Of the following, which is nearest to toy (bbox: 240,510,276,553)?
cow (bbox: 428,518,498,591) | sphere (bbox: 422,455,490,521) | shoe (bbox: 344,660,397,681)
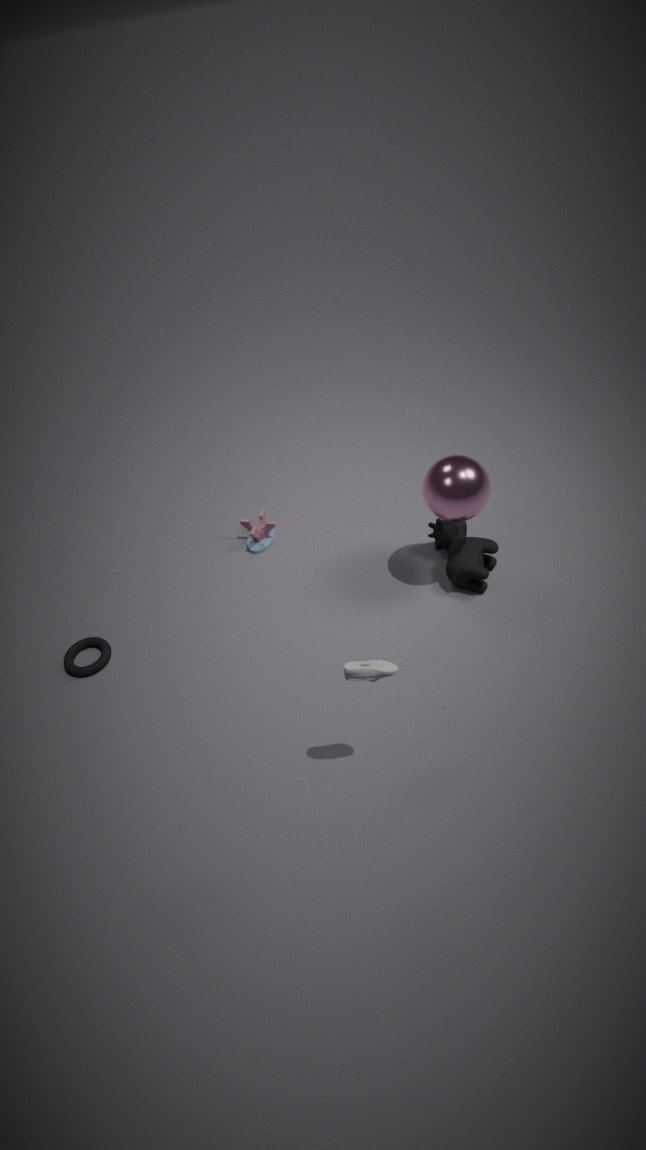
cow (bbox: 428,518,498,591)
